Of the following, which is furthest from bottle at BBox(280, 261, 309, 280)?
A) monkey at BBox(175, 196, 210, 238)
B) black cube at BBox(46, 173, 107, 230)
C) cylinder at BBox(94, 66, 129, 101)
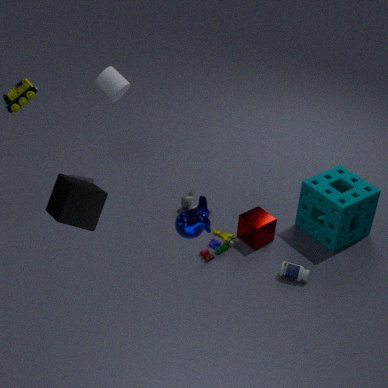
cylinder at BBox(94, 66, 129, 101)
